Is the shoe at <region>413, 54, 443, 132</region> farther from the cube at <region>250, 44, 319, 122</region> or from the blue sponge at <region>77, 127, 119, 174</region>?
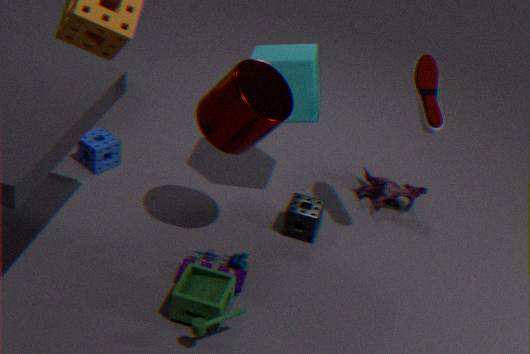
the blue sponge at <region>77, 127, 119, 174</region>
